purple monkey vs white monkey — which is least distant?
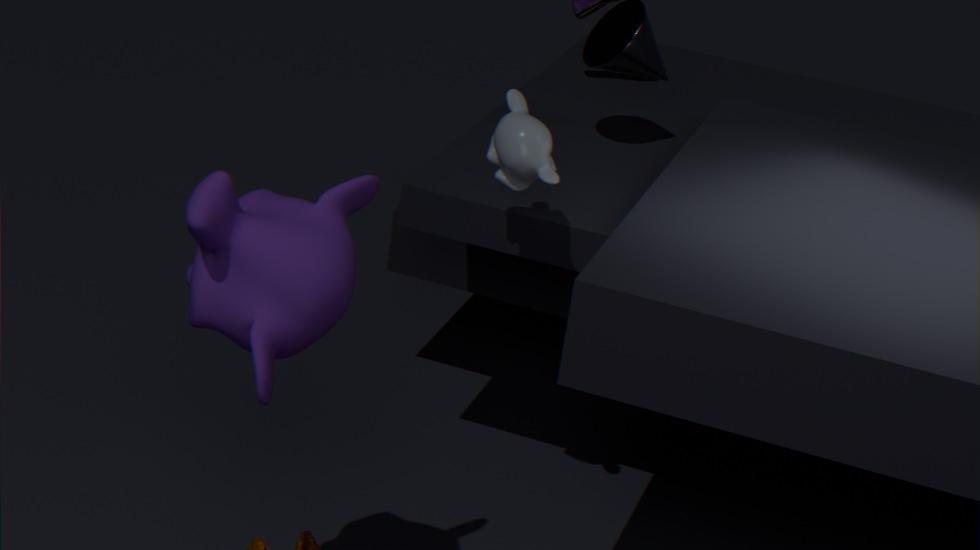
purple monkey
